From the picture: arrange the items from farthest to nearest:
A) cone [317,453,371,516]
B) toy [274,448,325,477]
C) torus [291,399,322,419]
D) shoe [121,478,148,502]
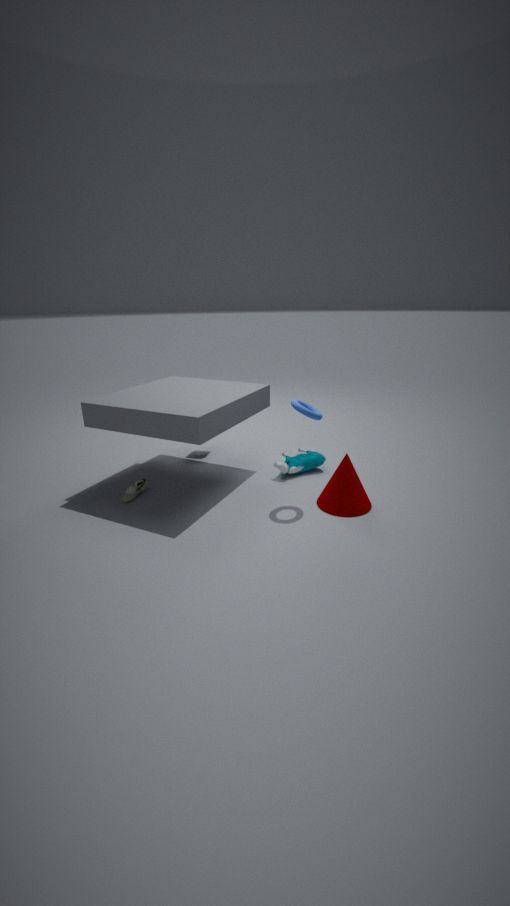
toy [274,448,325,477] → shoe [121,478,148,502] → cone [317,453,371,516] → torus [291,399,322,419]
